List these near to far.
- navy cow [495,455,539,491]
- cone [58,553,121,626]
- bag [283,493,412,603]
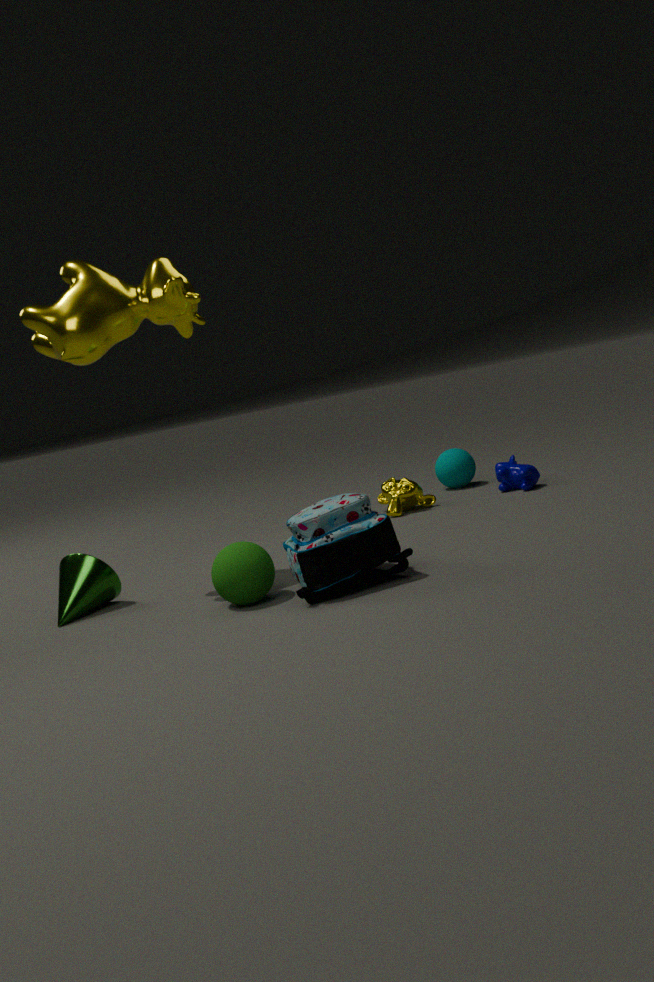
bag [283,493,412,603] → cone [58,553,121,626] → navy cow [495,455,539,491]
